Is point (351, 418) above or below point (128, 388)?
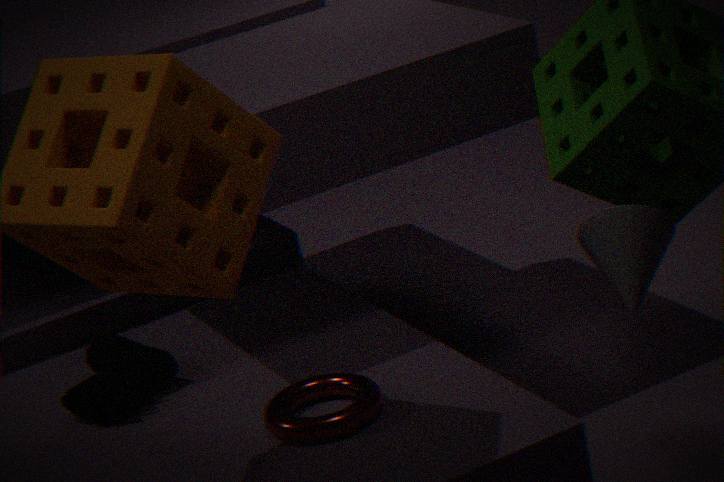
below
